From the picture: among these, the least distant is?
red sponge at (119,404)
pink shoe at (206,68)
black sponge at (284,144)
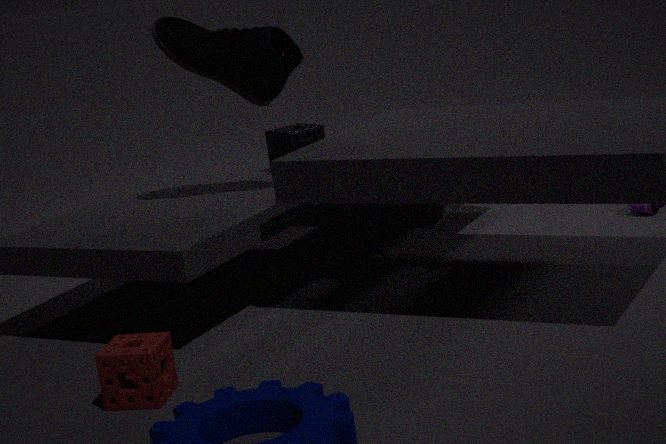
red sponge at (119,404)
